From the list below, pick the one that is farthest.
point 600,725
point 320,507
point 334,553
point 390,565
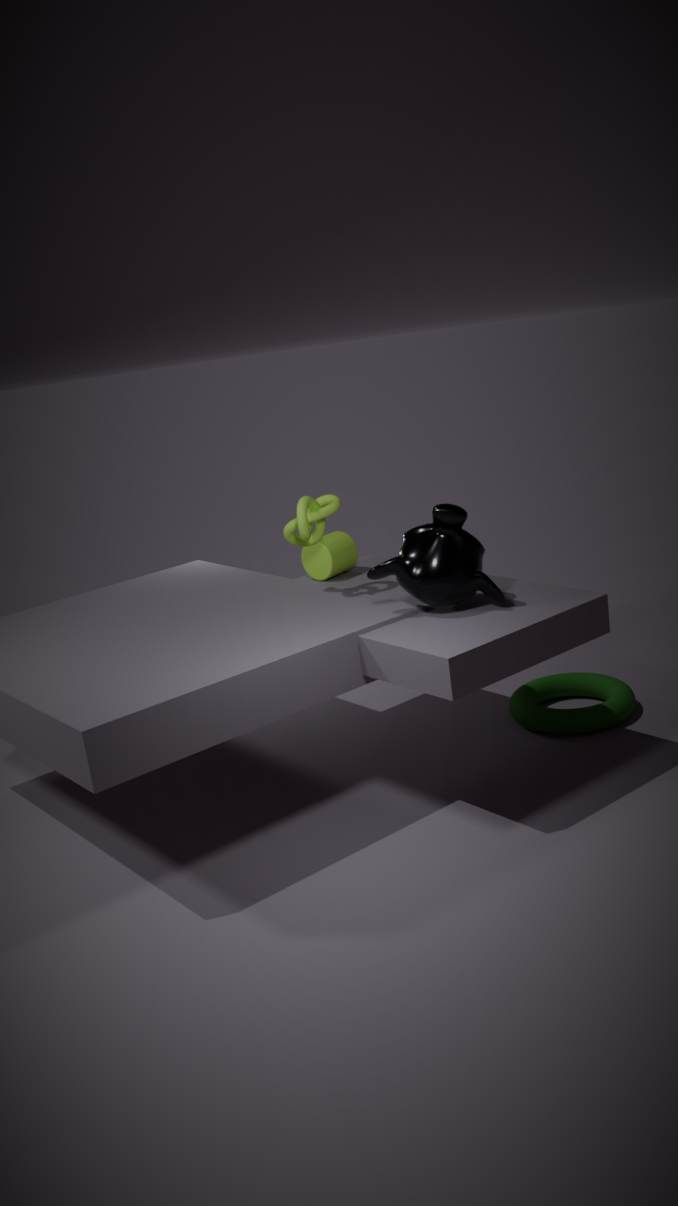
point 334,553
